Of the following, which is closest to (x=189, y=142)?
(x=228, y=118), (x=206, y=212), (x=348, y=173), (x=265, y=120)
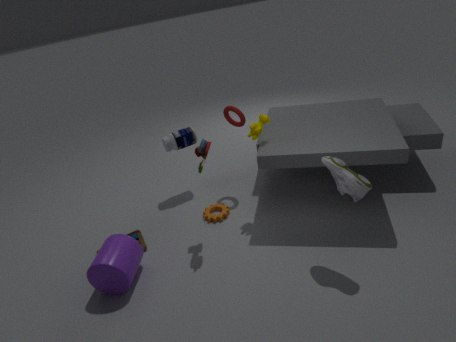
(x=228, y=118)
